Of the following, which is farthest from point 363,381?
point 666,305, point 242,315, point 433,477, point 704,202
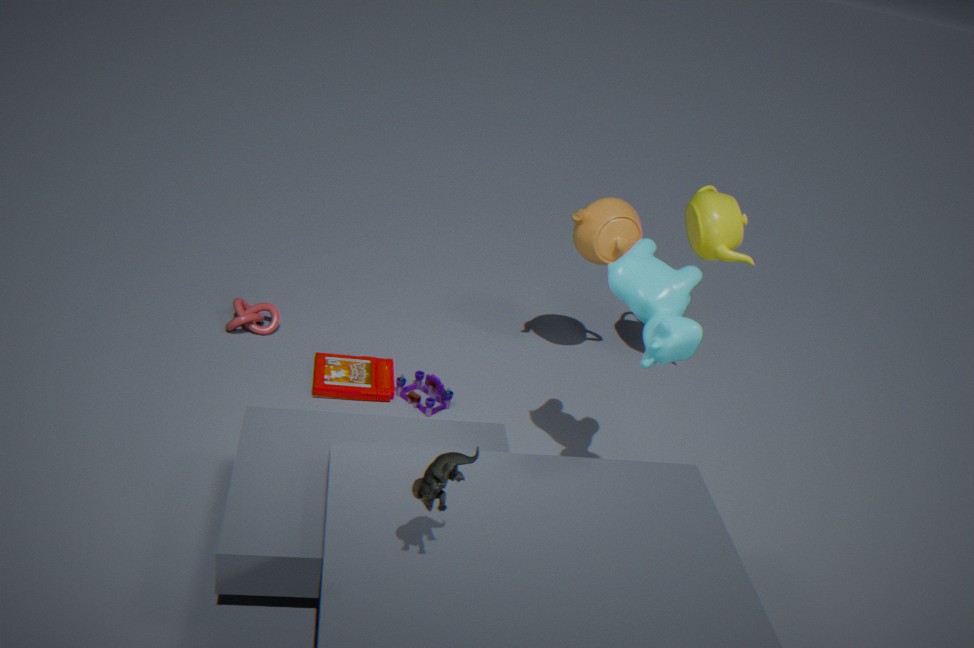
point 433,477
